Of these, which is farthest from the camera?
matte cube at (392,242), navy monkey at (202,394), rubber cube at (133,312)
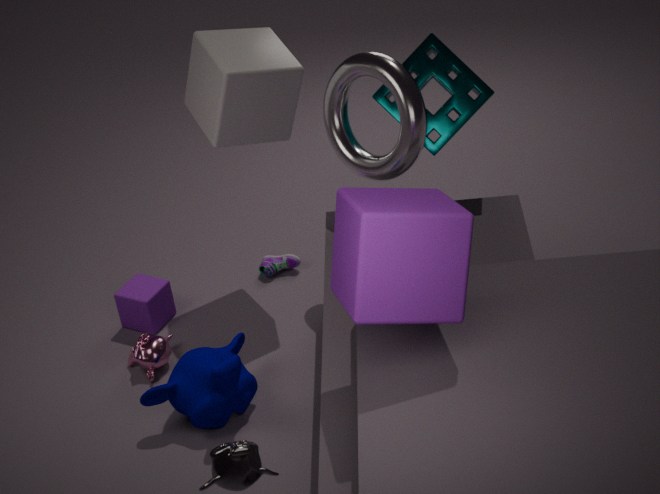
rubber cube at (133,312)
